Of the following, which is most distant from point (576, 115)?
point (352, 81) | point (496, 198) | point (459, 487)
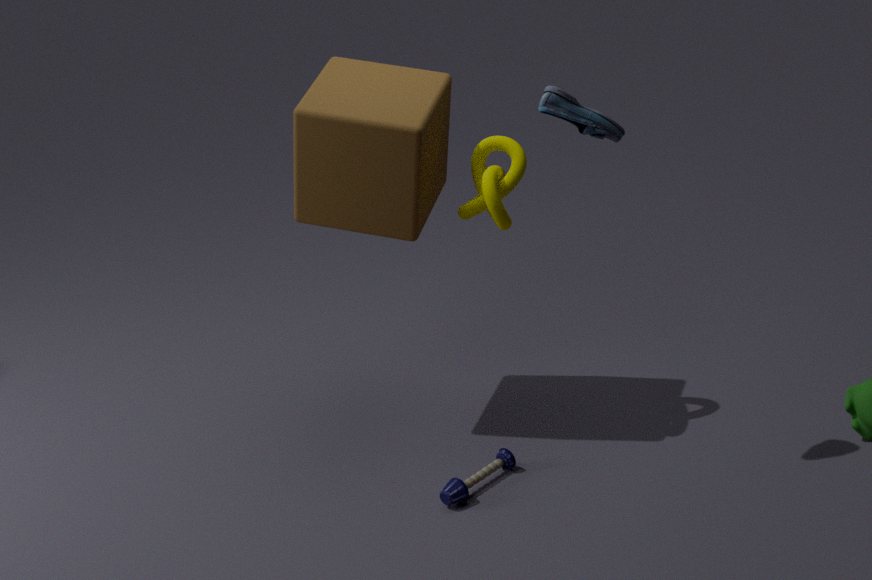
point (459, 487)
